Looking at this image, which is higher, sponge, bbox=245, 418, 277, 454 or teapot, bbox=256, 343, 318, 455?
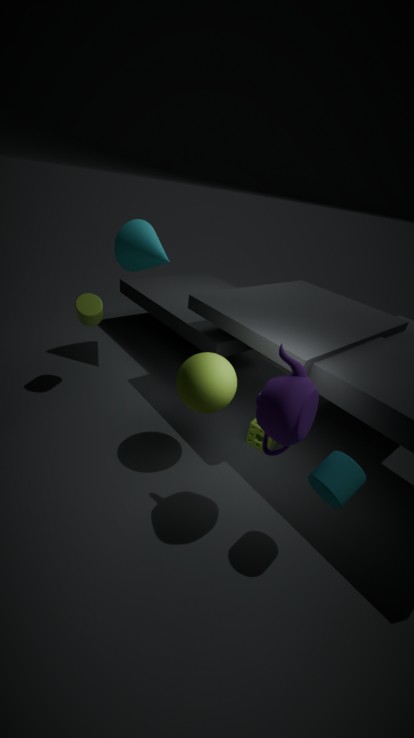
teapot, bbox=256, 343, 318, 455
